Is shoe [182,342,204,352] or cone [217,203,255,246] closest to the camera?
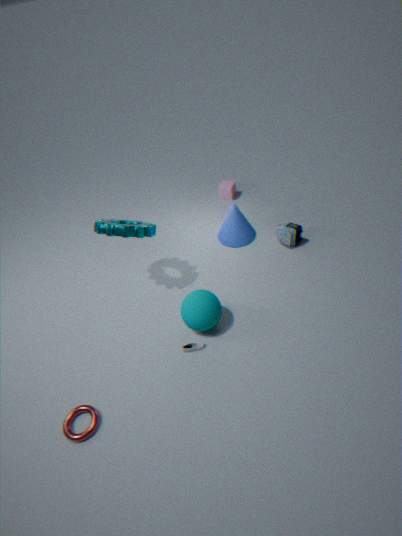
shoe [182,342,204,352]
